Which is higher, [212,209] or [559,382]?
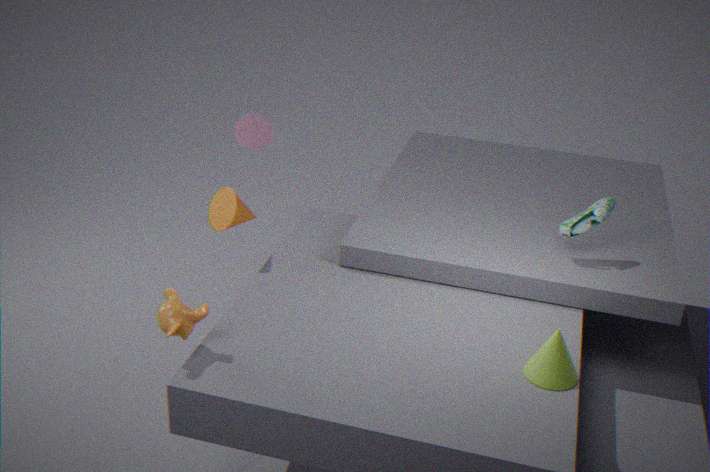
[212,209]
